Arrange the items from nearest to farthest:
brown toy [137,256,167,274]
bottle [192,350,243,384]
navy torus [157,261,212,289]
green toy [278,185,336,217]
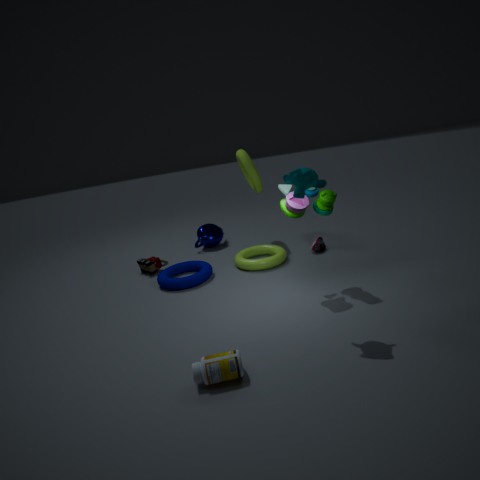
1. bottle [192,350,243,384]
2. green toy [278,185,336,217]
3. navy torus [157,261,212,289]
4. brown toy [137,256,167,274]
